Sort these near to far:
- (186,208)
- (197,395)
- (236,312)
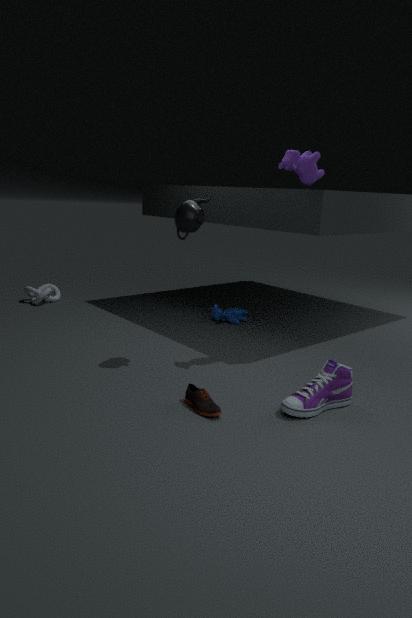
(197,395) < (186,208) < (236,312)
